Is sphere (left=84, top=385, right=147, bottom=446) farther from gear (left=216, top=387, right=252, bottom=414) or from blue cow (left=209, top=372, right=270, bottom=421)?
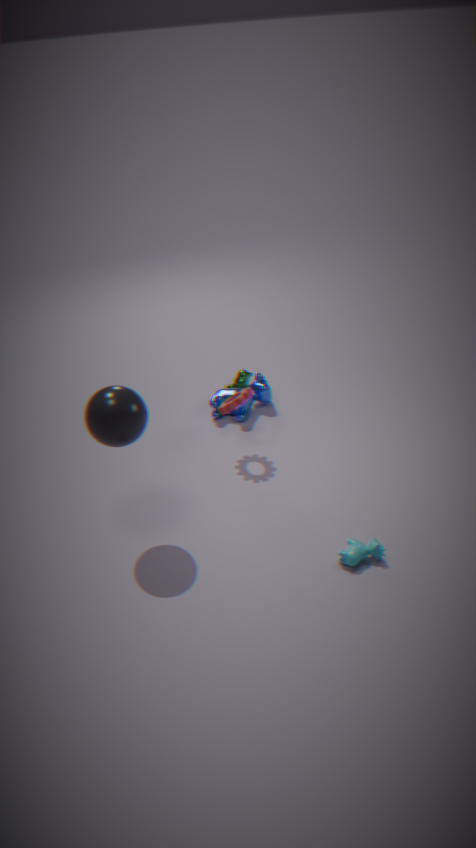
blue cow (left=209, top=372, right=270, bottom=421)
